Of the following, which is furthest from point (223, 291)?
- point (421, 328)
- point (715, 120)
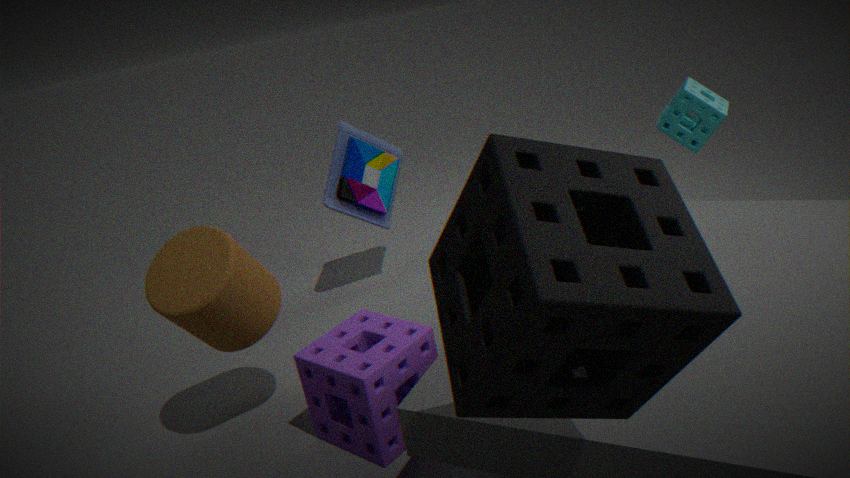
point (715, 120)
